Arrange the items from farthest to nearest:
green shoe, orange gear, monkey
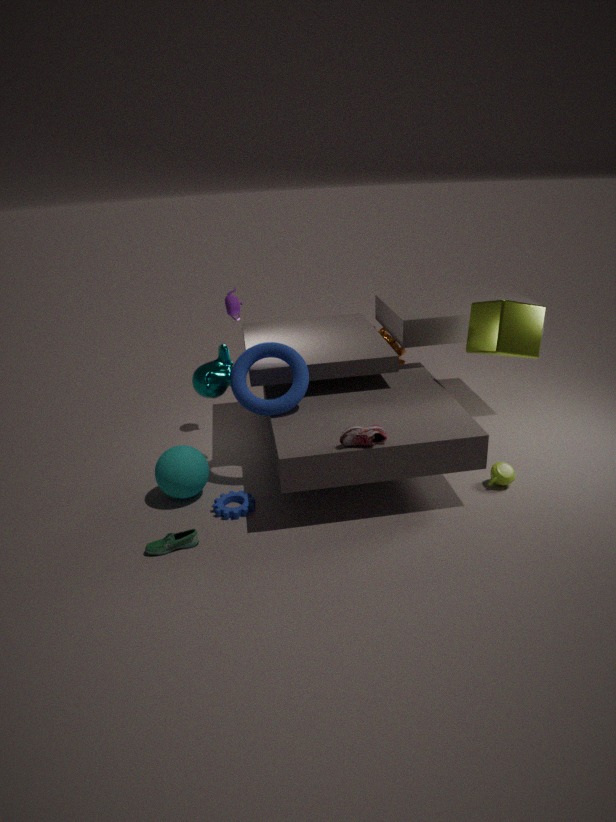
orange gear, monkey, green shoe
